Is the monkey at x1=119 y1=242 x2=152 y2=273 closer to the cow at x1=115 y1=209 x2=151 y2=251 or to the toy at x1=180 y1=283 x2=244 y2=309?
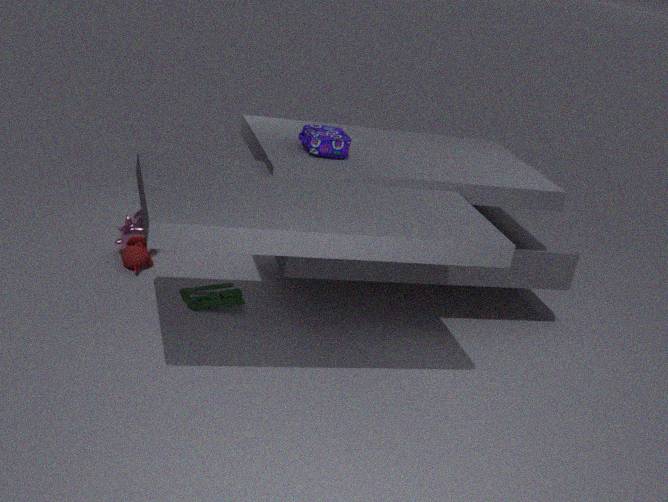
Result: the cow at x1=115 y1=209 x2=151 y2=251
